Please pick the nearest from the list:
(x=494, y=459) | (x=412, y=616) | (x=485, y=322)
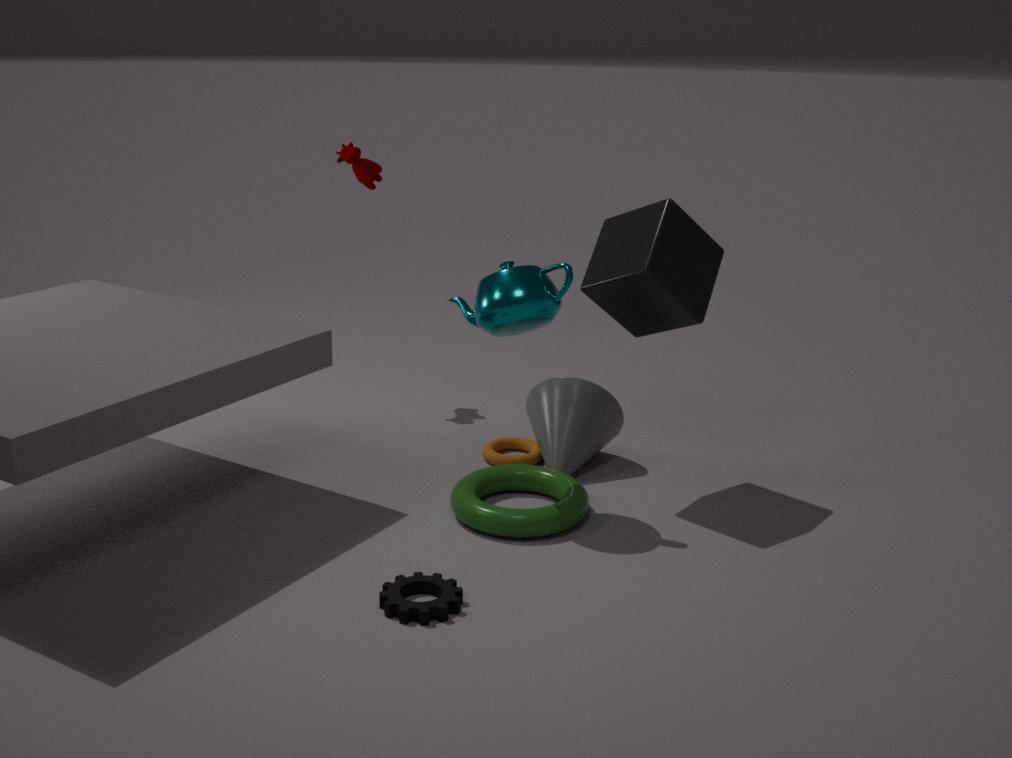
(x=412, y=616)
